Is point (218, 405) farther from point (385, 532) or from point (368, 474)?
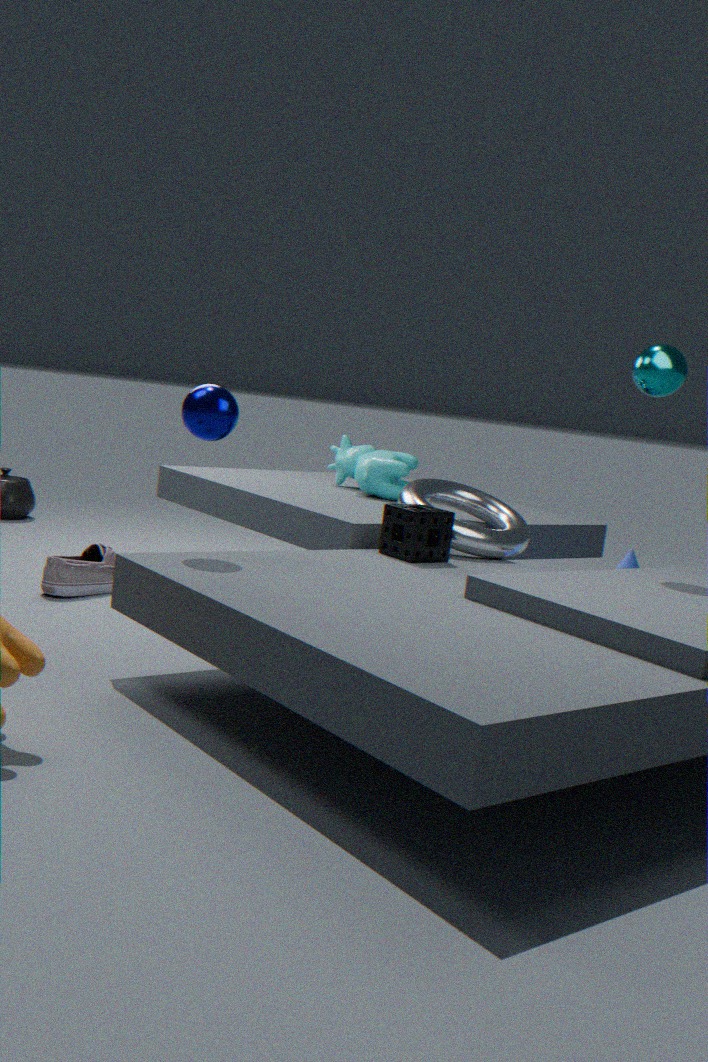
point (368, 474)
